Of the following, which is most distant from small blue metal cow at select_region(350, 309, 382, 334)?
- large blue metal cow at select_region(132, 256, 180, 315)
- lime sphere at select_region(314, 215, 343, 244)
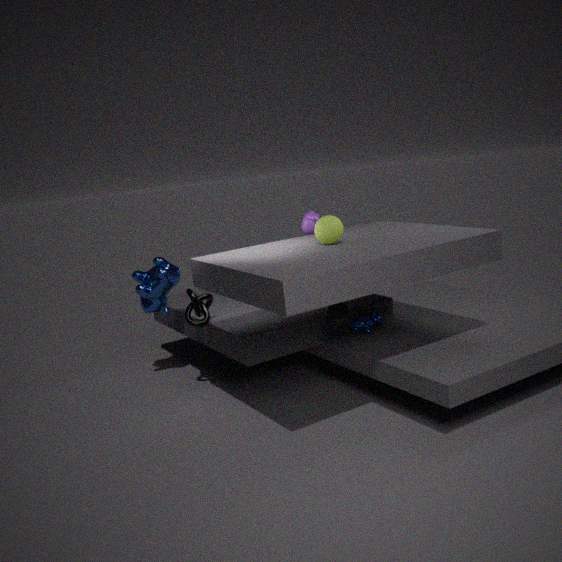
large blue metal cow at select_region(132, 256, 180, 315)
